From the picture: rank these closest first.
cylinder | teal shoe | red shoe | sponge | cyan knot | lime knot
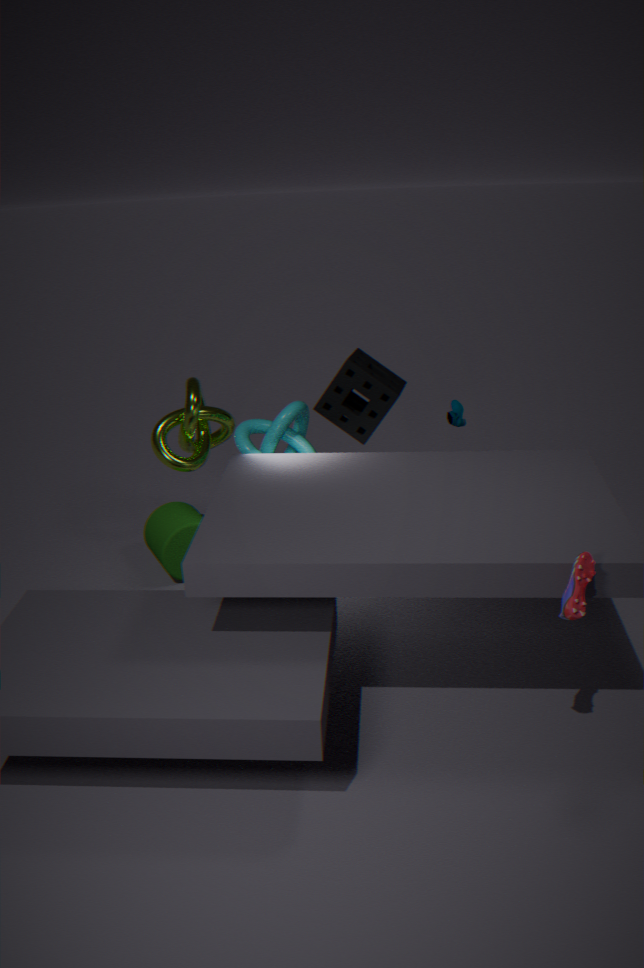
red shoe → cyan knot → lime knot → cylinder → sponge → teal shoe
